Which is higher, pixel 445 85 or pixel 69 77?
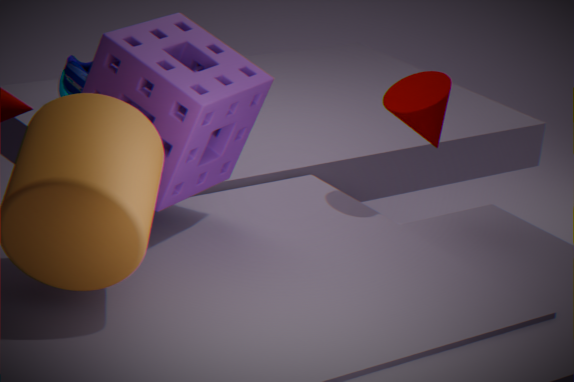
pixel 445 85
